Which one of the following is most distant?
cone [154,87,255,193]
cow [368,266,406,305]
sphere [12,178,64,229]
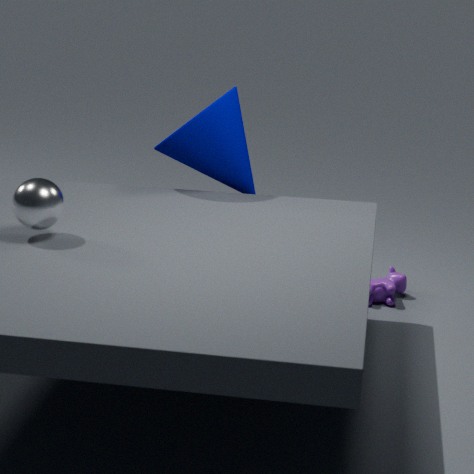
cow [368,266,406,305]
